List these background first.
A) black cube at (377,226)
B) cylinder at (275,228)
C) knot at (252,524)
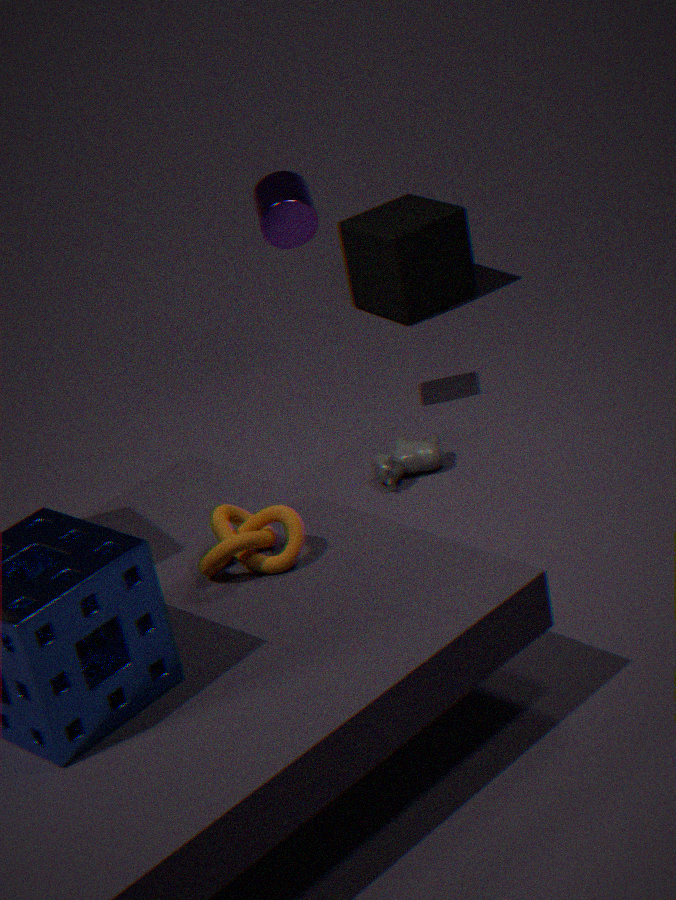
1. black cube at (377,226)
2. cylinder at (275,228)
3. knot at (252,524)
